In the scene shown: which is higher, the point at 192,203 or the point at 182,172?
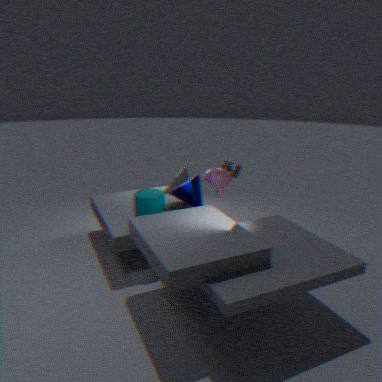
the point at 192,203
